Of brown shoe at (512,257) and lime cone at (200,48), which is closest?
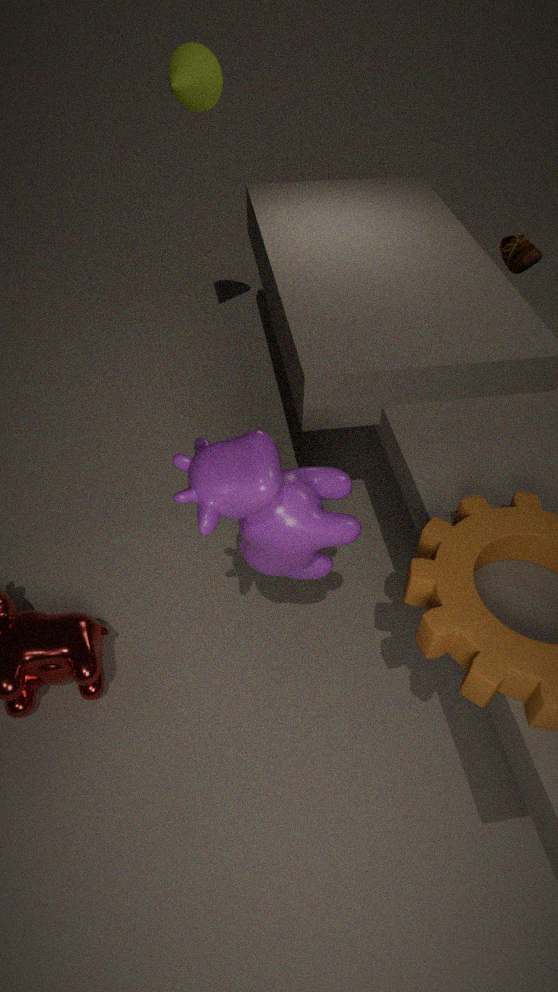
lime cone at (200,48)
